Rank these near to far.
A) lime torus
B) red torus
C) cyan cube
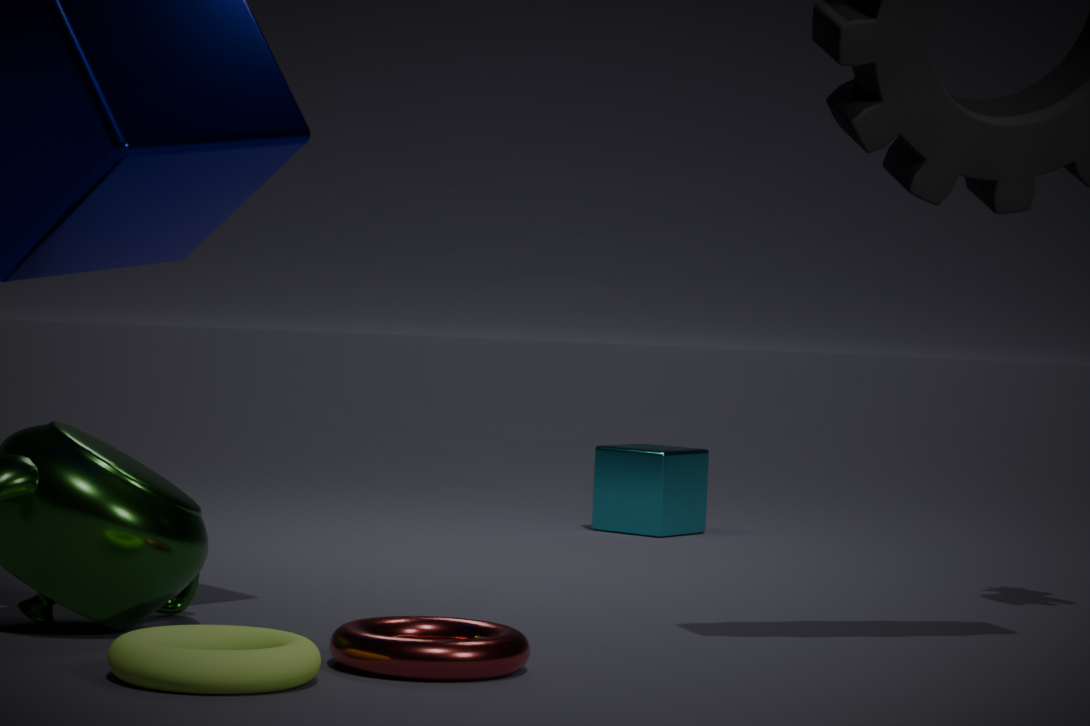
lime torus, red torus, cyan cube
